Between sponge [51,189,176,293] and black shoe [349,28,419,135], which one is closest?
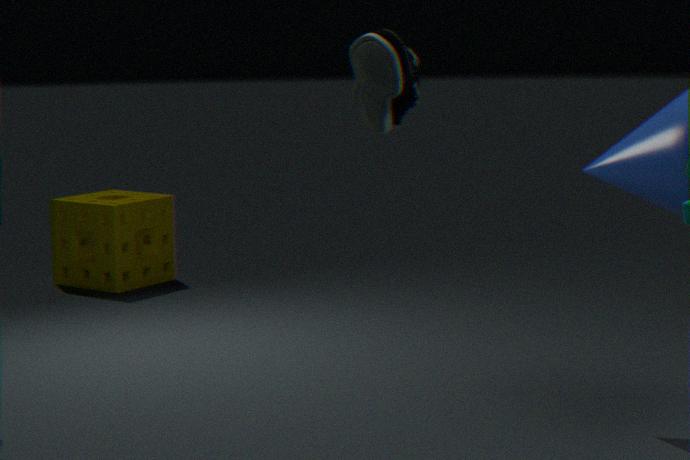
black shoe [349,28,419,135]
